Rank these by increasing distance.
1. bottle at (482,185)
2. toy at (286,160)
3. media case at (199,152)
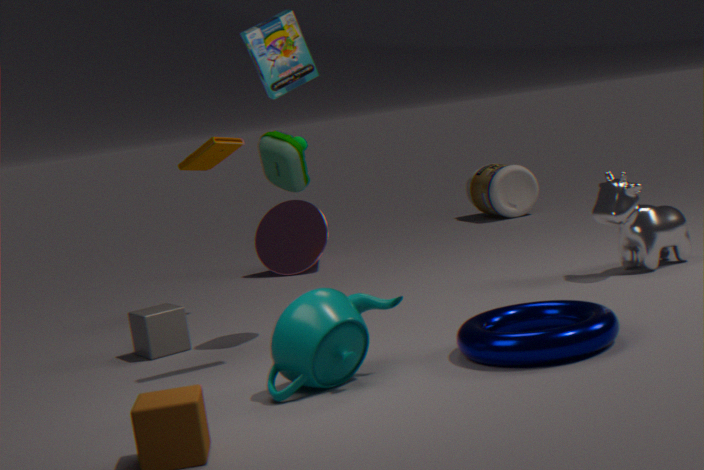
toy at (286,160) < media case at (199,152) < bottle at (482,185)
